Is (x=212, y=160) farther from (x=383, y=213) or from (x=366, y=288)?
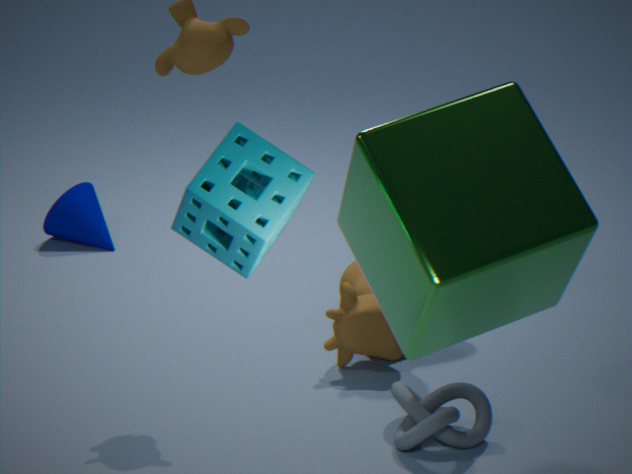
(x=366, y=288)
